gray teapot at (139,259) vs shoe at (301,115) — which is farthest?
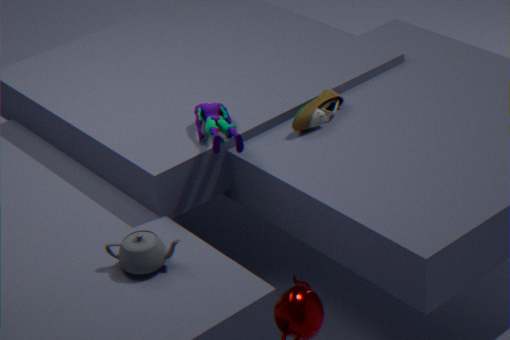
shoe at (301,115)
